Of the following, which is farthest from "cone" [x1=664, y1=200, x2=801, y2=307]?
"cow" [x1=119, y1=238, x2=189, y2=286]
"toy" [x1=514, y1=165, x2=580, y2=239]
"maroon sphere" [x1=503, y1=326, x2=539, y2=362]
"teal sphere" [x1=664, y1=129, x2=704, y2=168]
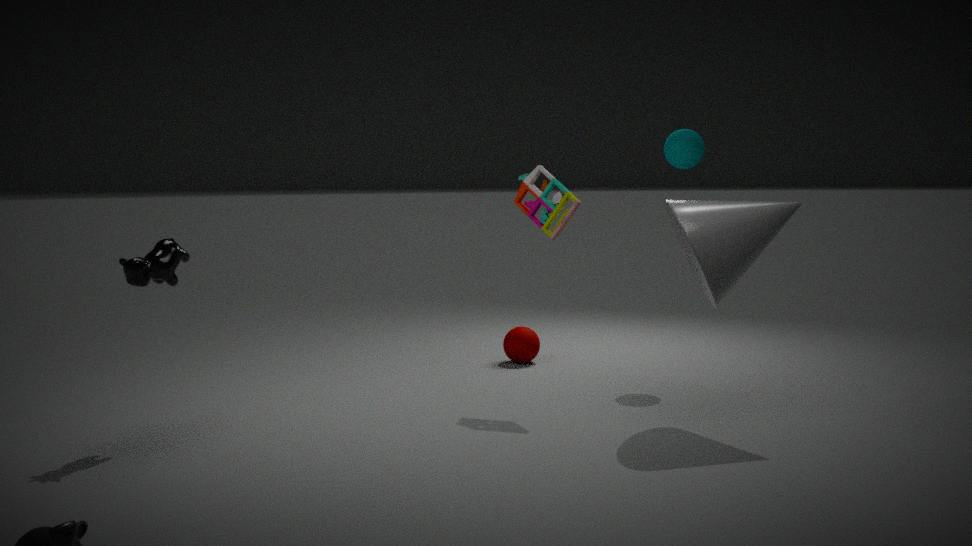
"cow" [x1=119, y1=238, x2=189, y2=286]
